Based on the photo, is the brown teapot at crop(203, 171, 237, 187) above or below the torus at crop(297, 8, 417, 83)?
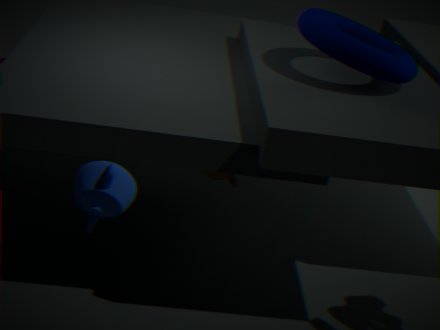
below
